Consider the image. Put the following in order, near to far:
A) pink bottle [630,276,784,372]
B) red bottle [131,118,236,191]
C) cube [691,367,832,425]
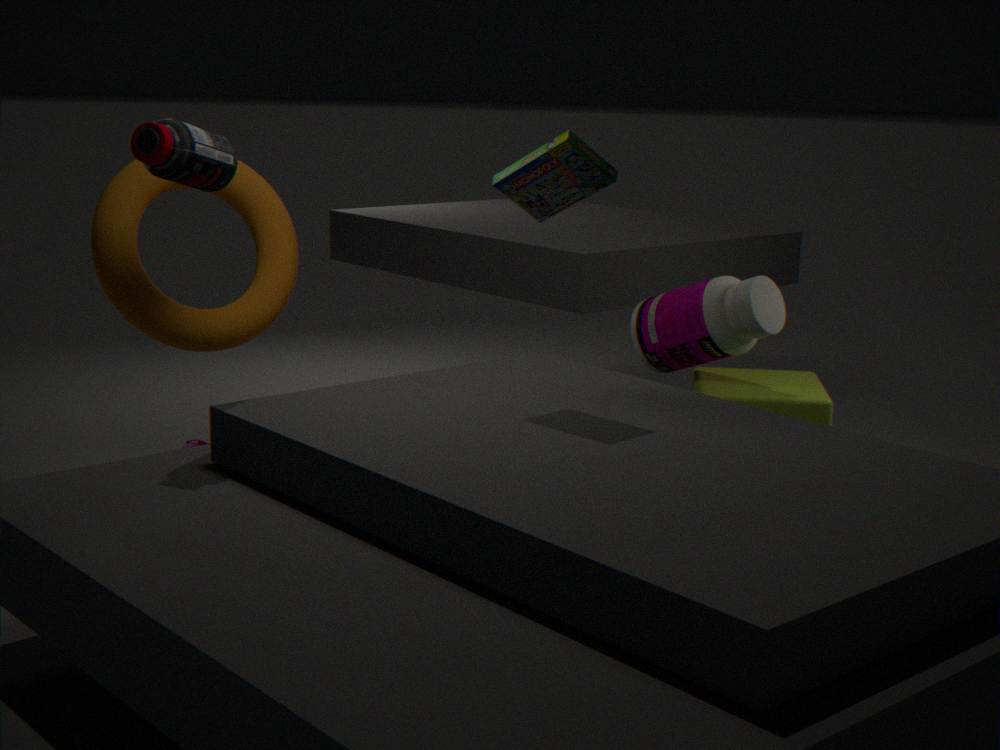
red bottle [131,118,236,191] < pink bottle [630,276,784,372] < cube [691,367,832,425]
